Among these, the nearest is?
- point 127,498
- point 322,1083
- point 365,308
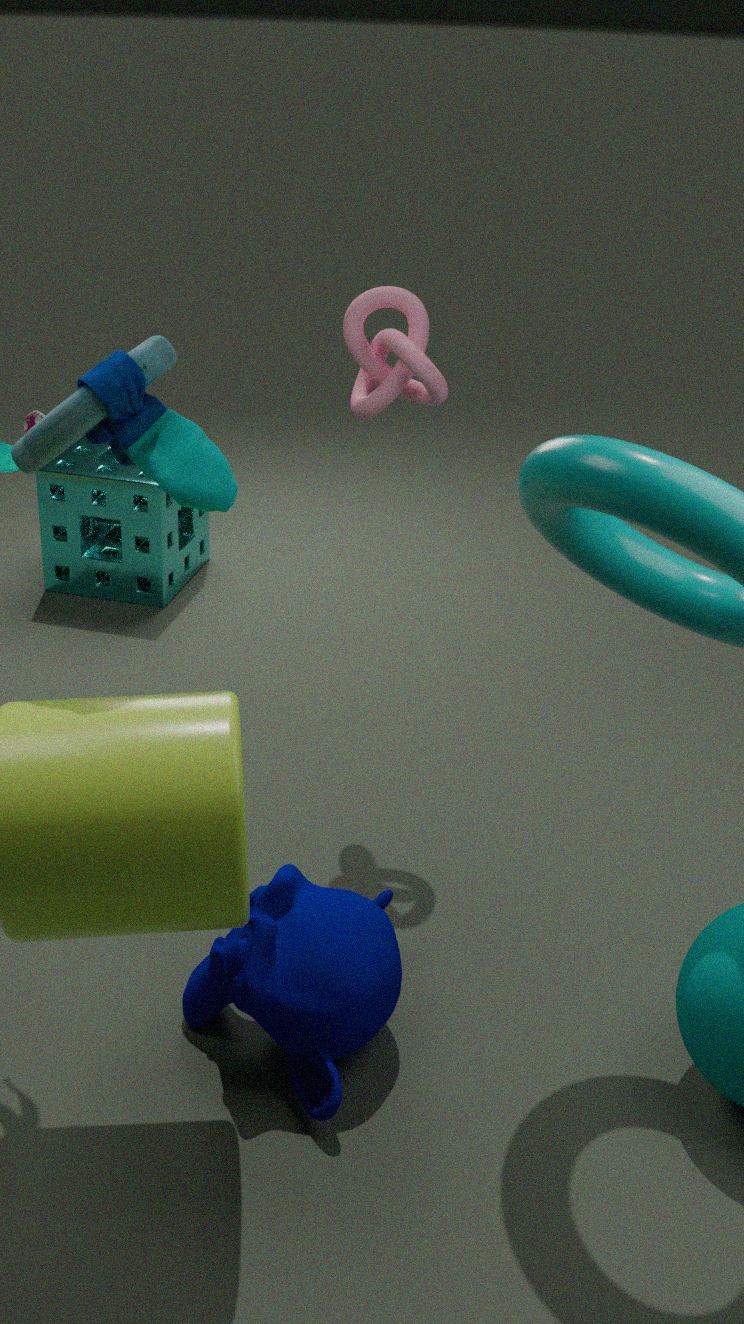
point 322,1083
